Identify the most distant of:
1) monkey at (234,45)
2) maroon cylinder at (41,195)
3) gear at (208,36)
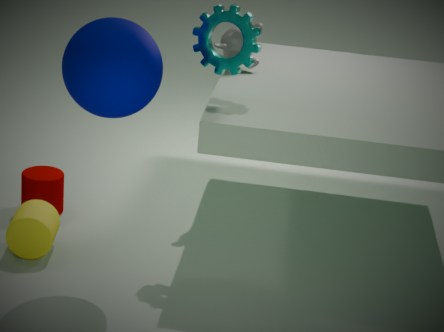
1. monkey at (234,45)
